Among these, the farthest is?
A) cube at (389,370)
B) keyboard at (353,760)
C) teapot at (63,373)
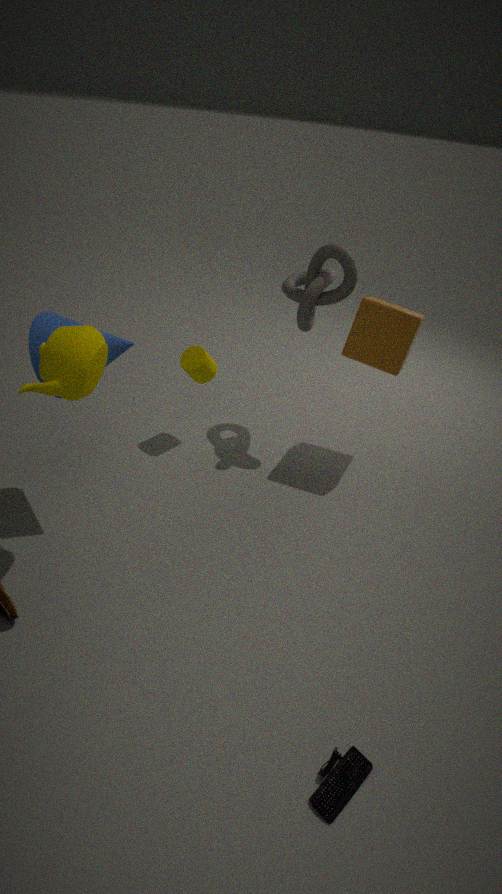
cube at (389,370)
